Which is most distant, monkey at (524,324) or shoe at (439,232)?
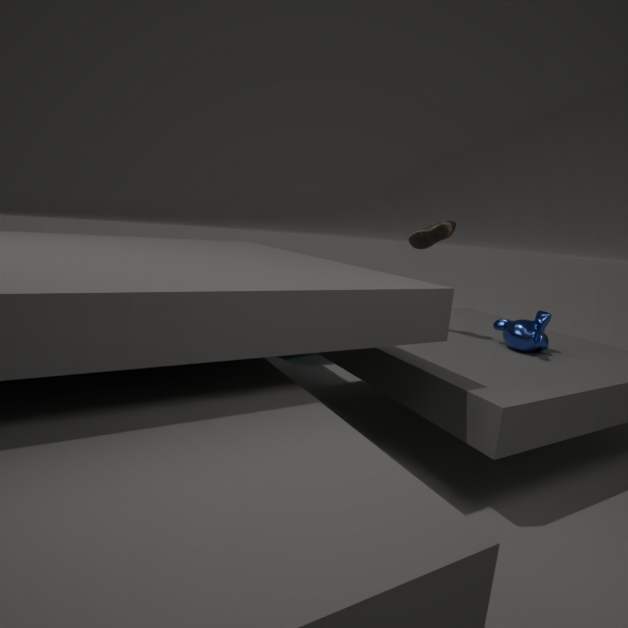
shoe at (439,232)
